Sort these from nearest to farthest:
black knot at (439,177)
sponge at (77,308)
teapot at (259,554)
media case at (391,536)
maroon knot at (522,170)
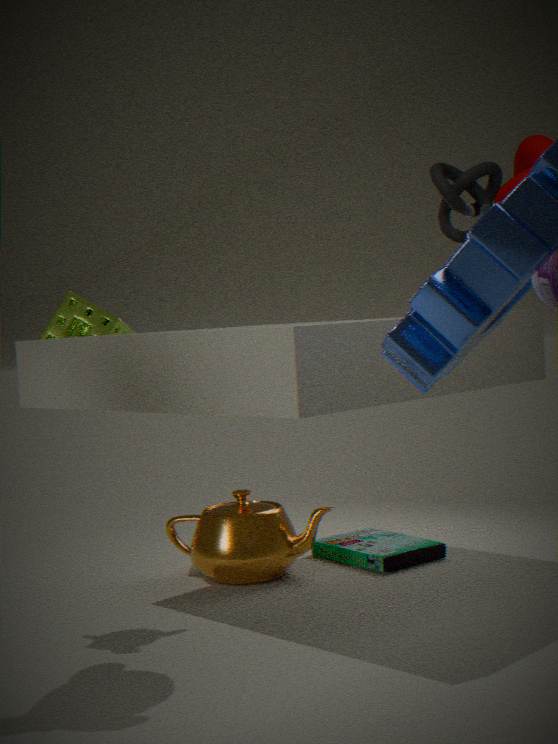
1. maroon knot at (522,170)
2. sponge at (77,308)
3. teapot at (259,554)
4. media case at (391,536)
5. black knot at (439,177)
